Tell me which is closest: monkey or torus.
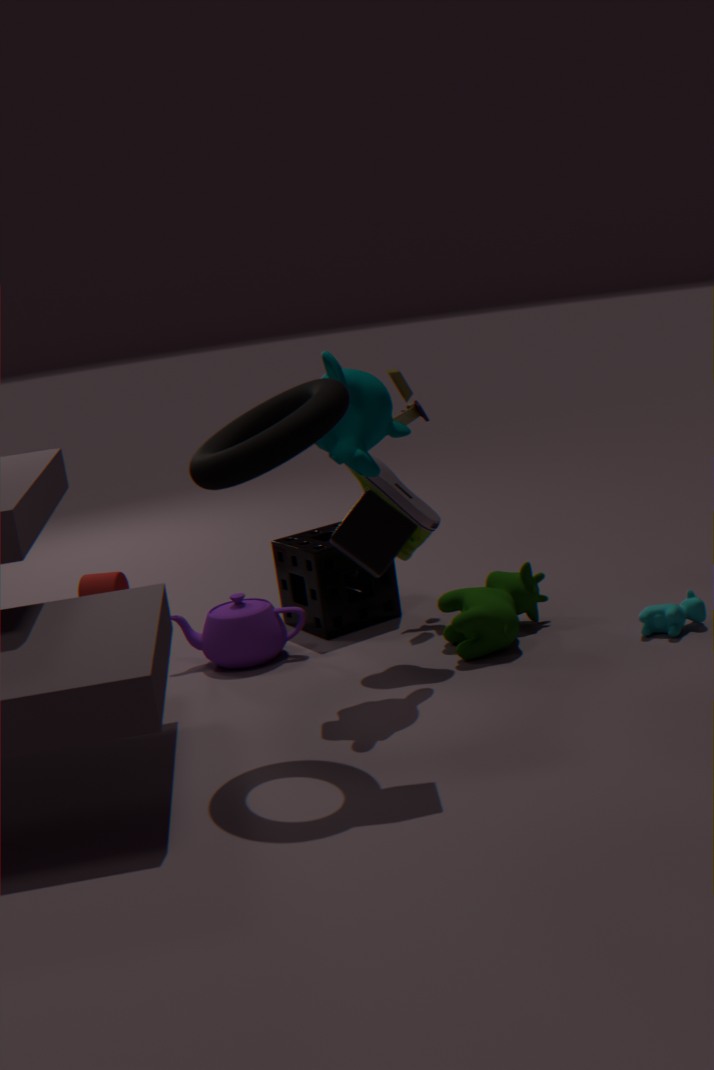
torus
